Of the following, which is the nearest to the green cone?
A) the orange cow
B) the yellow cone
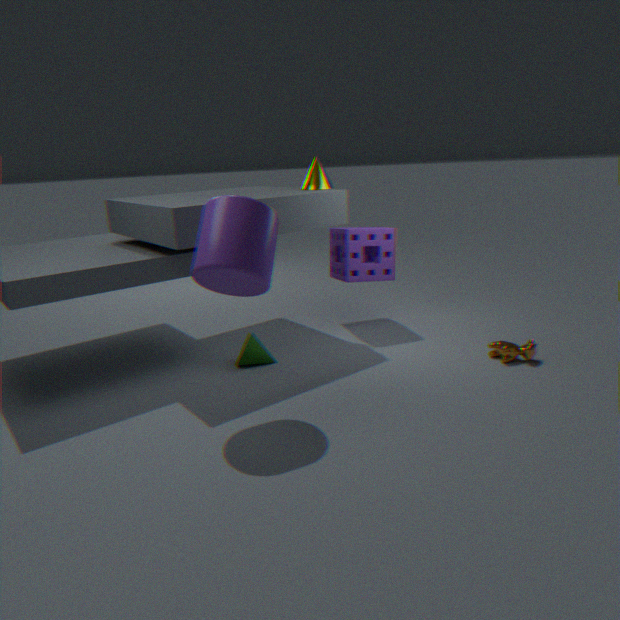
the yellow cone
